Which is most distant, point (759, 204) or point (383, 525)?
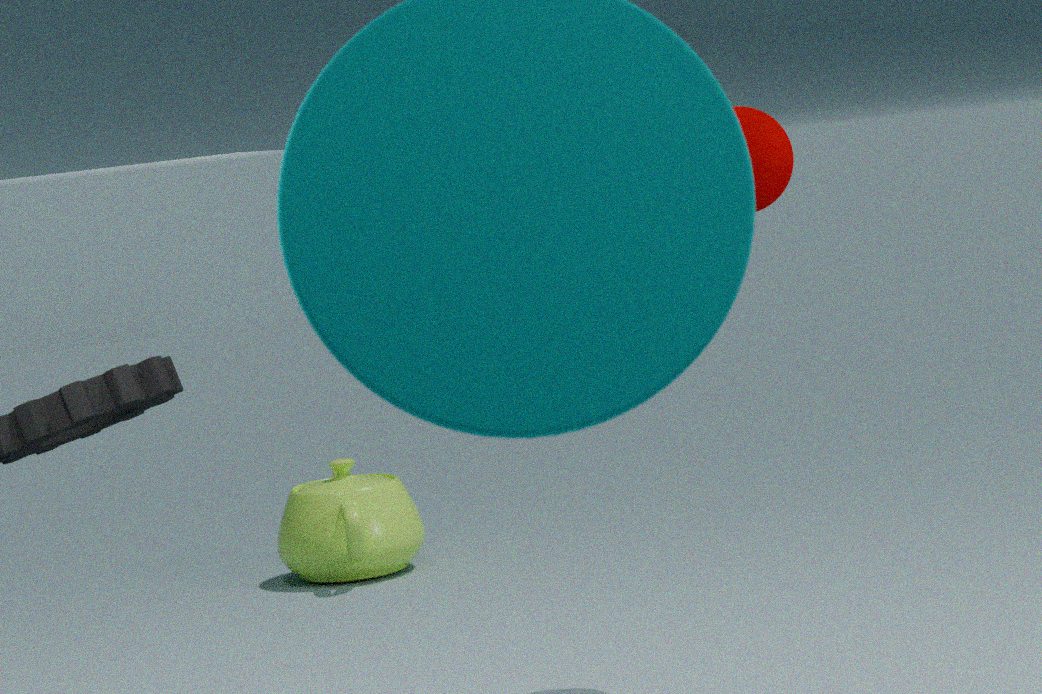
point (383, 525)
